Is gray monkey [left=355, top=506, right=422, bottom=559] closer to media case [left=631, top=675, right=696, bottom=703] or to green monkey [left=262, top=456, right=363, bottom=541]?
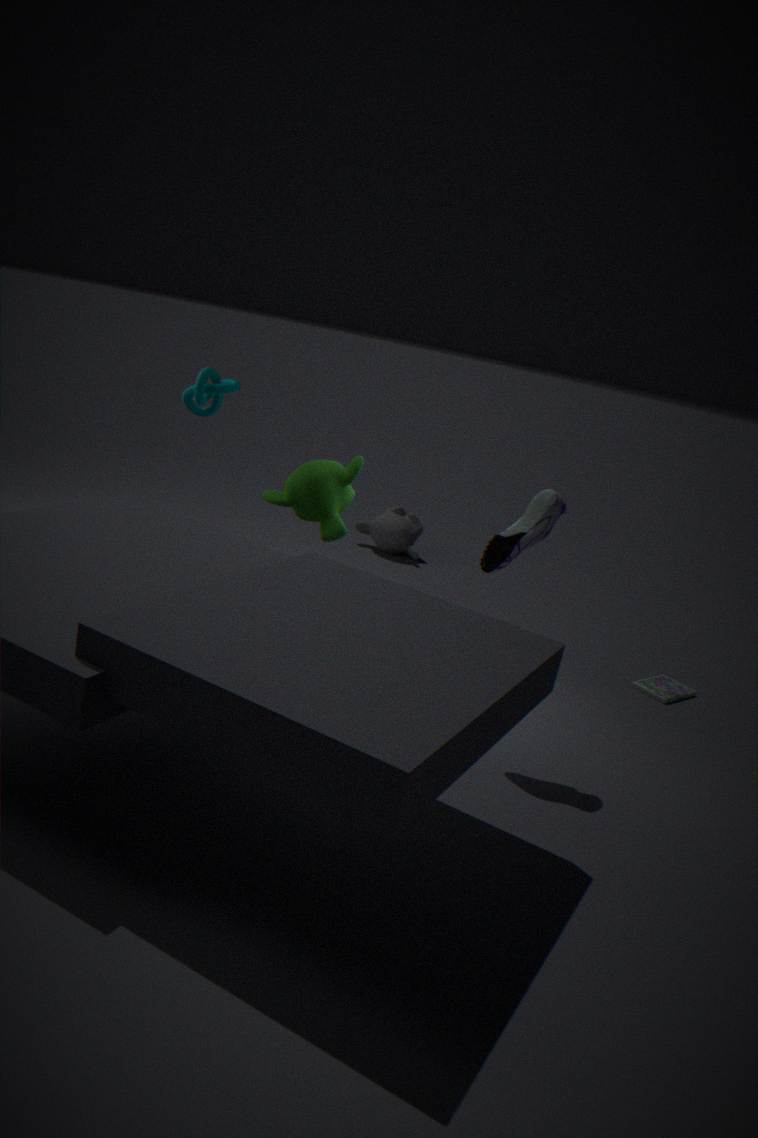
green monkey [left=262, top=456, right=363, bottom=541]
